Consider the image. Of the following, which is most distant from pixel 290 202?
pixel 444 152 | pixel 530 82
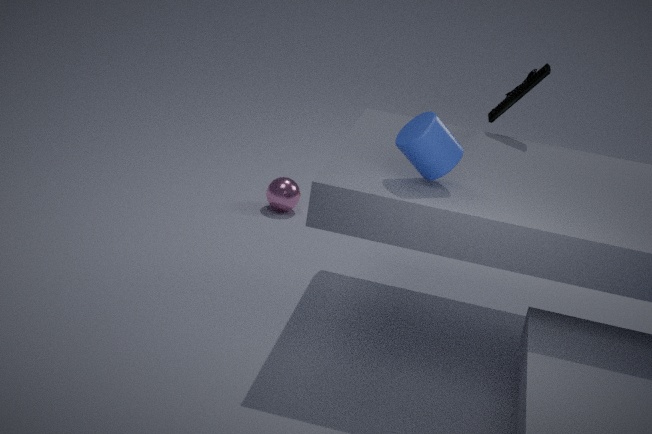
pixel 444 152
